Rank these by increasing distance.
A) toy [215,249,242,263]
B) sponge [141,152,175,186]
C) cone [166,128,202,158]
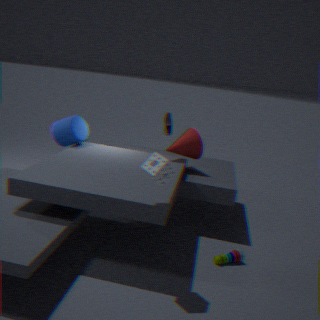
sponge [141,152,175,186]
toy [215,249,242,263]
cone [166,128,202,158]
